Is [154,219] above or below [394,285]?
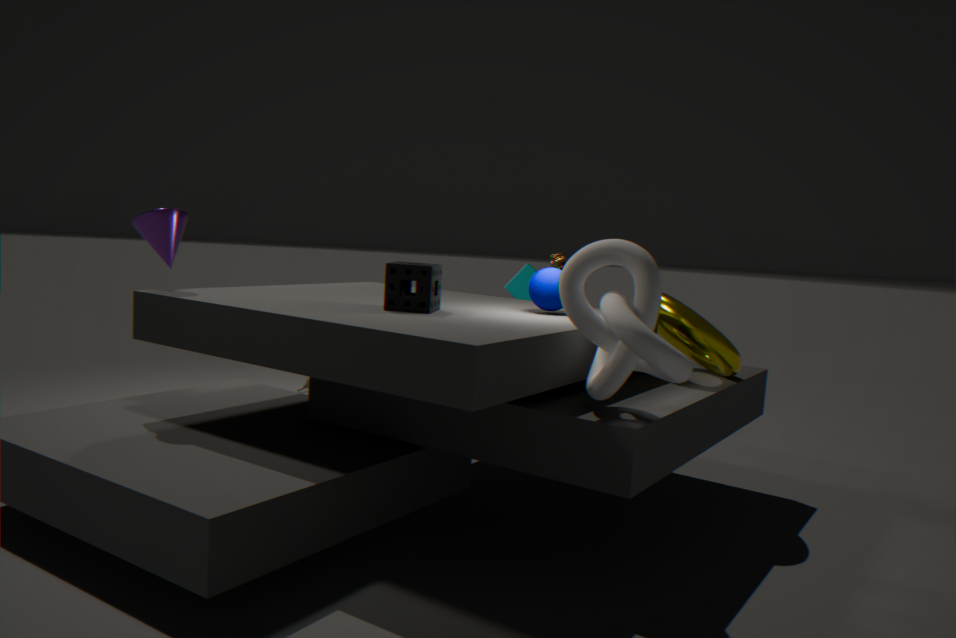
above
